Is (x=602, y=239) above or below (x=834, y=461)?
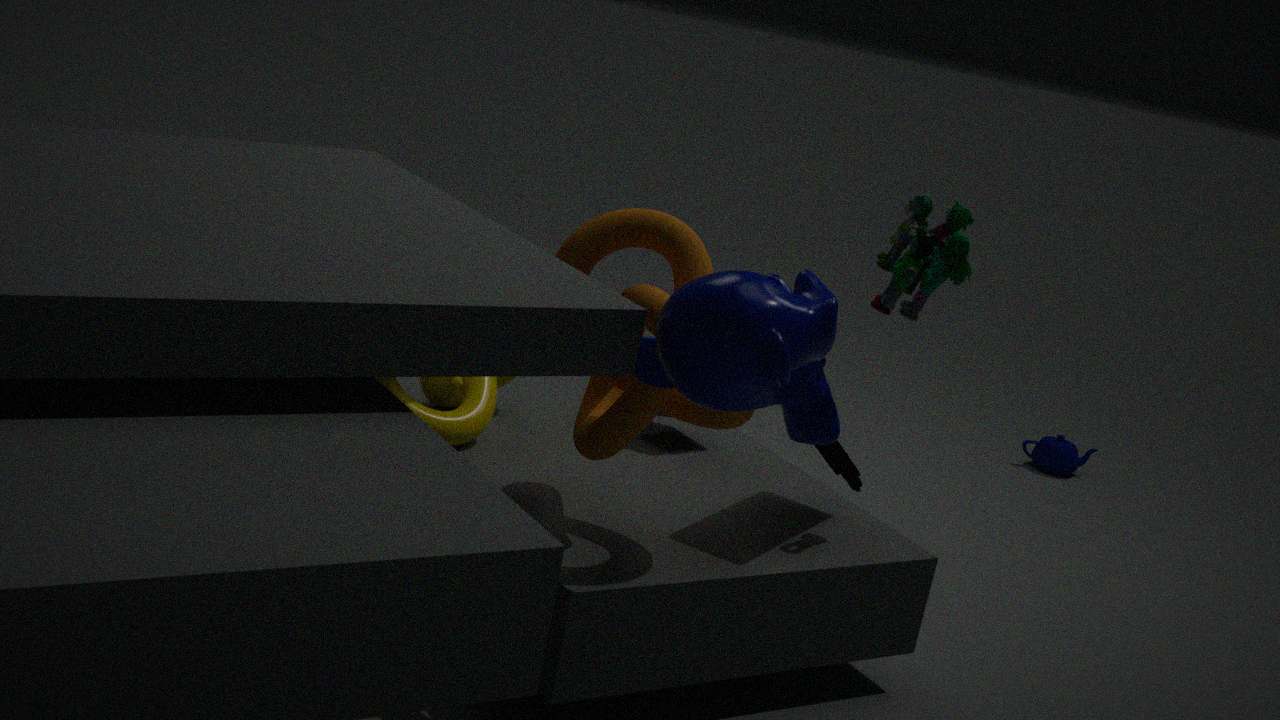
above
